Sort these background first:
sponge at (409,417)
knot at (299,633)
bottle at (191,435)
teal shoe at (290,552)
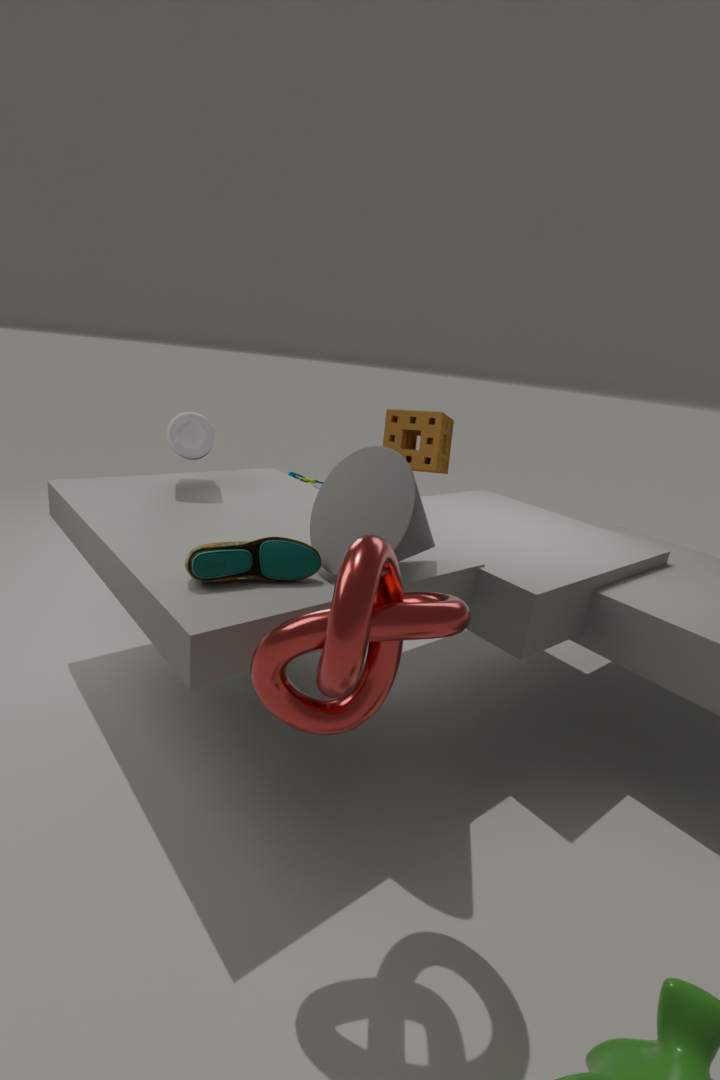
sponge at (409,417) → bottle at (191,435) → teal shoe at (290,552) → knot at (299,633)
